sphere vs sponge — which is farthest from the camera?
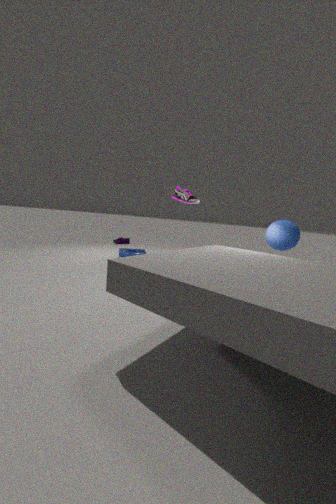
sponge
